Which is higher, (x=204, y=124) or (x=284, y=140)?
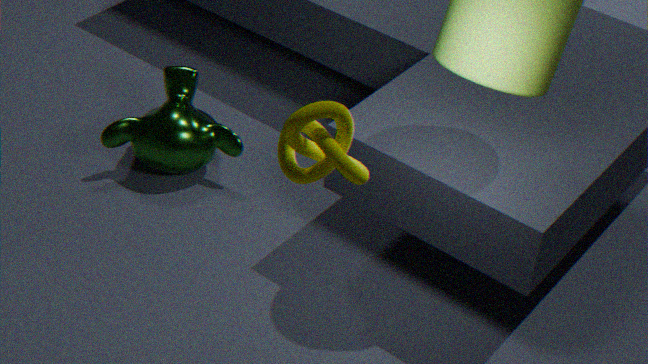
(x=284, y=140)
